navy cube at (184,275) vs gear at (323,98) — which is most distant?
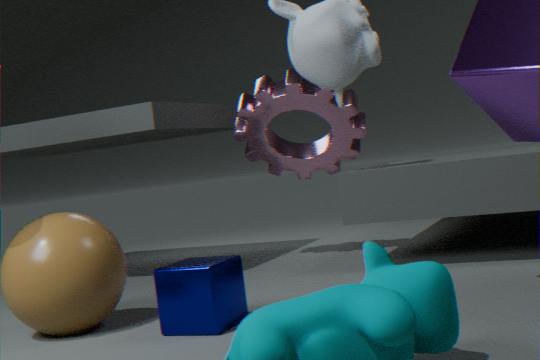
gear at (323,98)
